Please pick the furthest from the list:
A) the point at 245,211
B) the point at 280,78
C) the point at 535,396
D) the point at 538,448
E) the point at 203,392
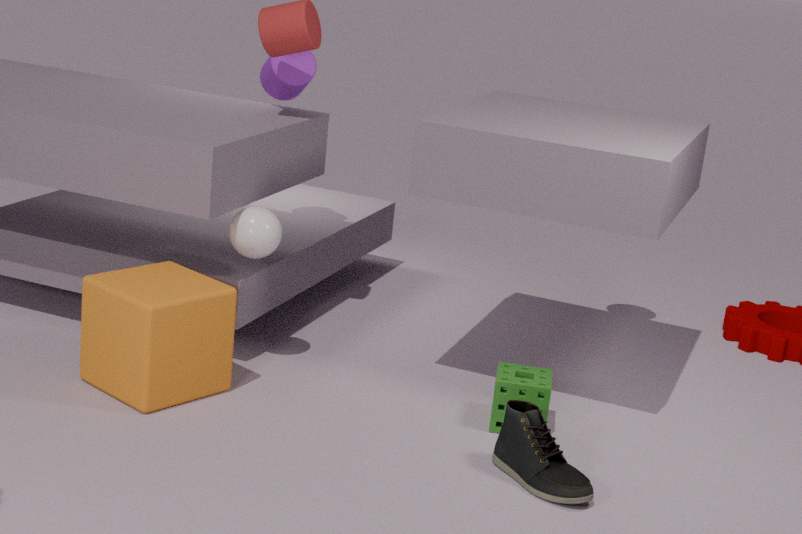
the point at 280,78
